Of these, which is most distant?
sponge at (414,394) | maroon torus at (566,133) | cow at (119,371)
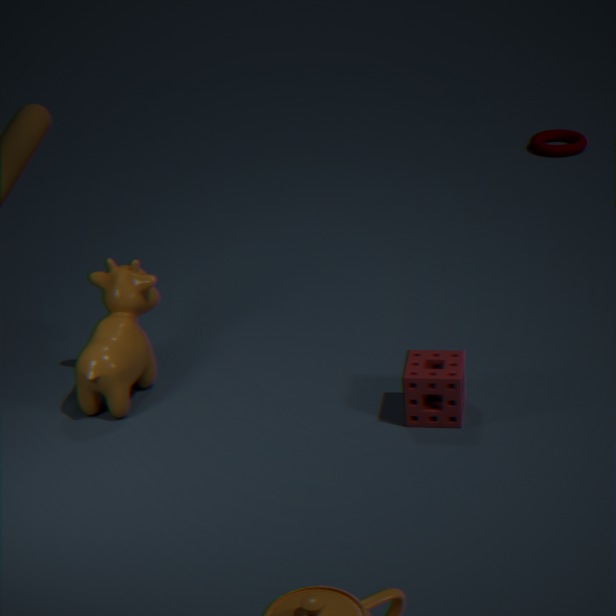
maroon torus at (566,133)
